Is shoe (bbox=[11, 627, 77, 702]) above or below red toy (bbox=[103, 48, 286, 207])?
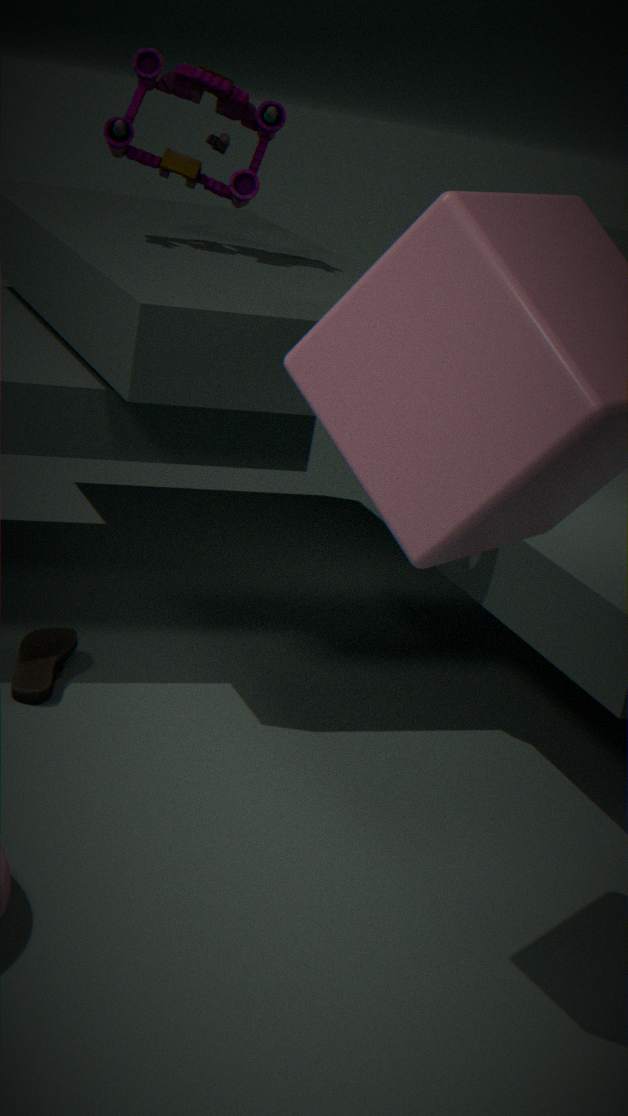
below
